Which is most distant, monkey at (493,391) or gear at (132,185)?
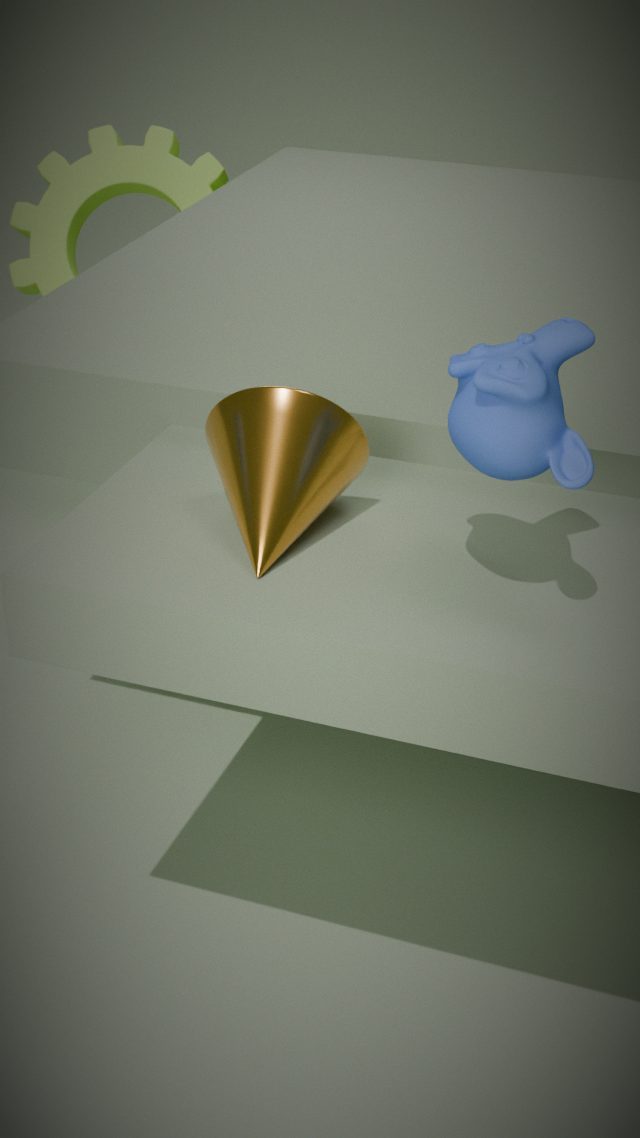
gear at (132,185)
